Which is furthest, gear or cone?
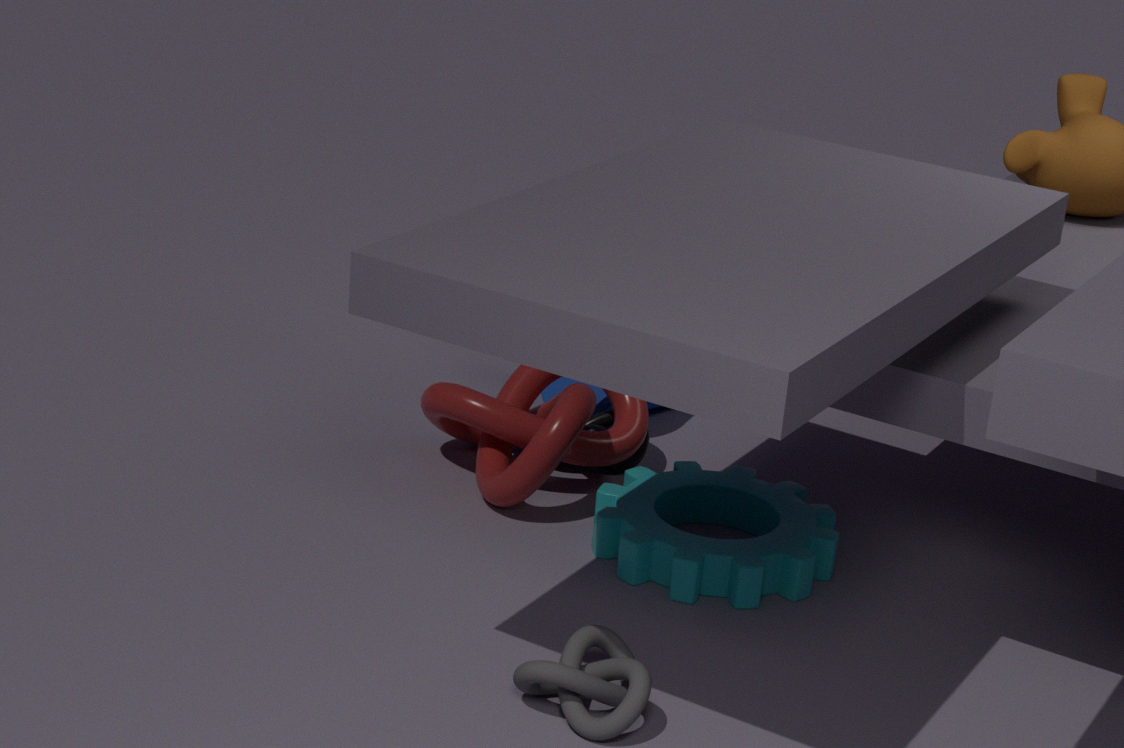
cone
